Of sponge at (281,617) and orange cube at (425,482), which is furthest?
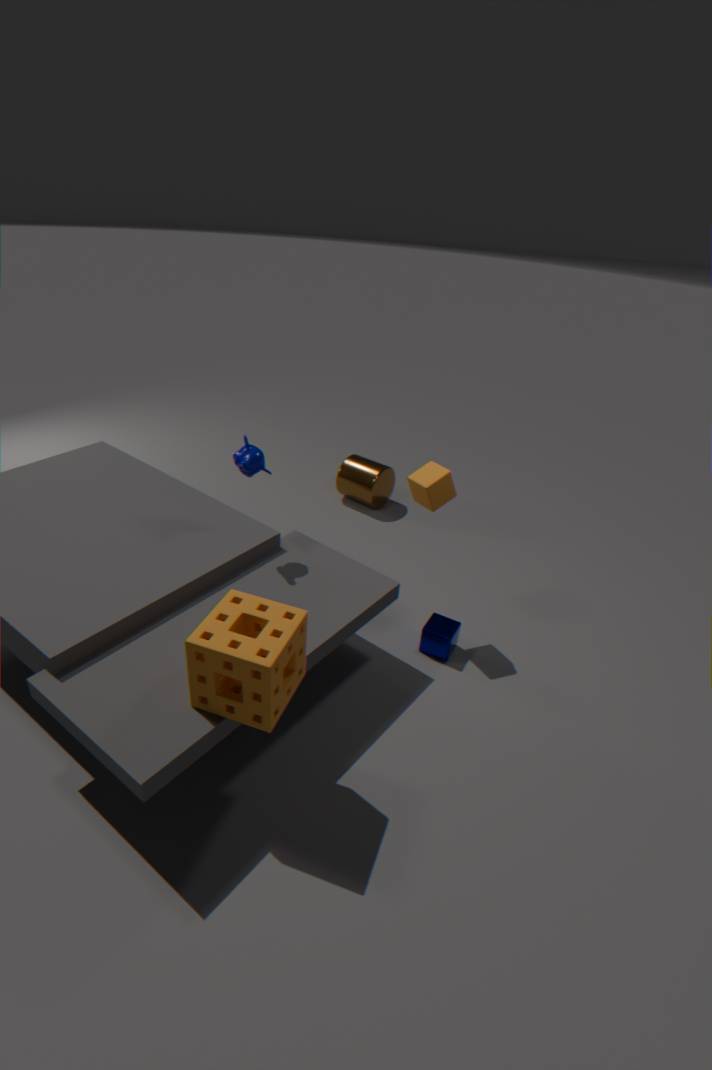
orange cube at (425,482)
